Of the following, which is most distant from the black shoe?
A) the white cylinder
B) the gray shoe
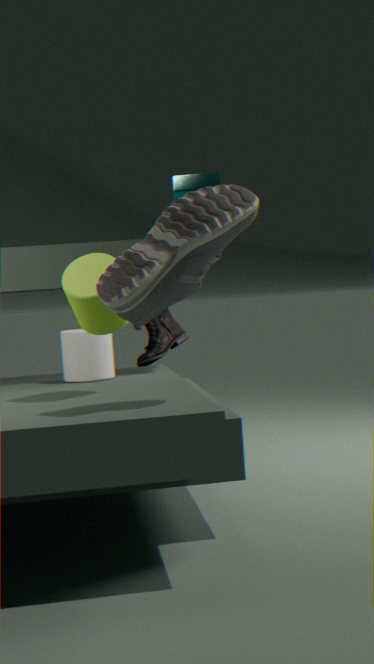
the gray shoe
